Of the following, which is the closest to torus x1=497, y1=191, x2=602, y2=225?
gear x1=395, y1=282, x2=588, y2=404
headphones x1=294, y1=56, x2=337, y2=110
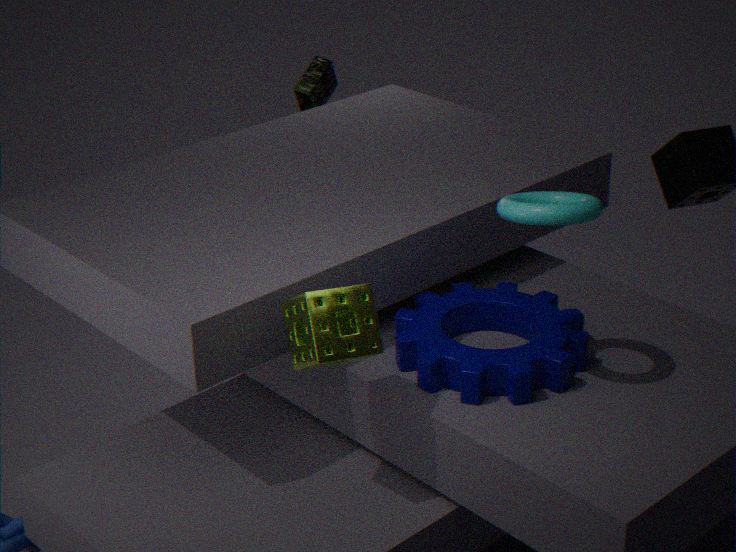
gear x1=395, y1=282, x2=588, y2=404
